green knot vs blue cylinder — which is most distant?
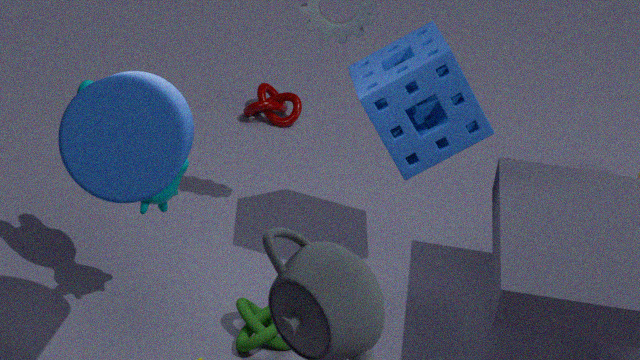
green knot
